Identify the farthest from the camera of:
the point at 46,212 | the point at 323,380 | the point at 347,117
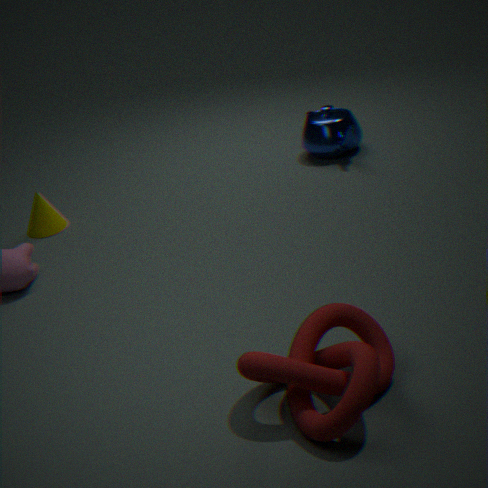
the point at 347,117
